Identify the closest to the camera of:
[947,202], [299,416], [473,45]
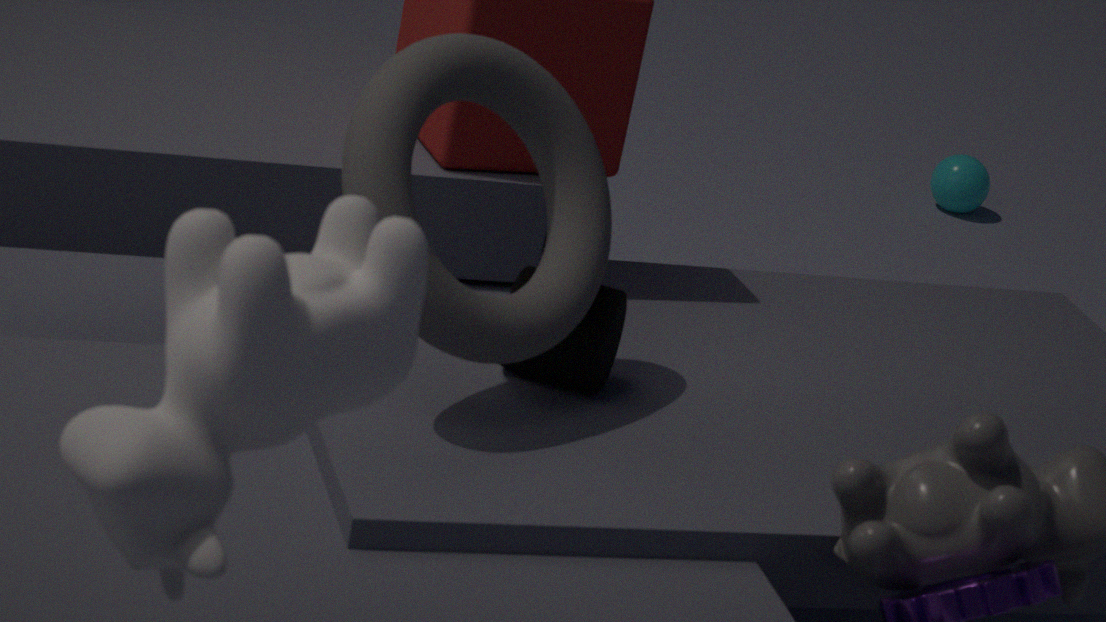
[299,416]
